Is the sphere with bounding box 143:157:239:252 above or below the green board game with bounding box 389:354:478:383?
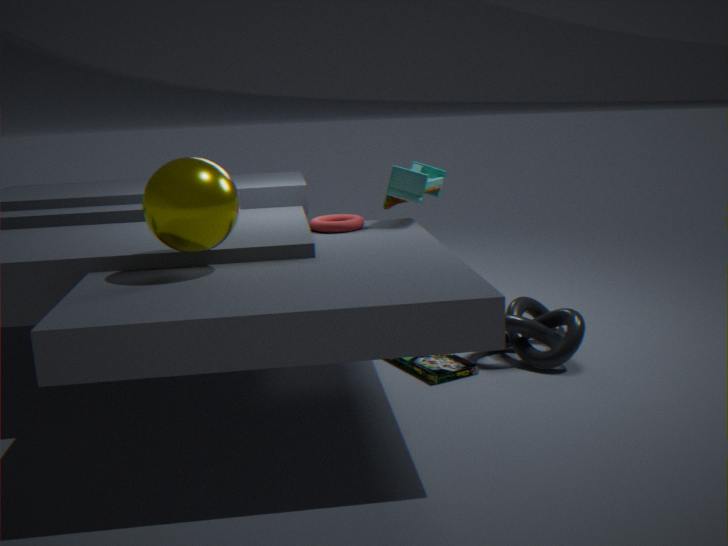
above
